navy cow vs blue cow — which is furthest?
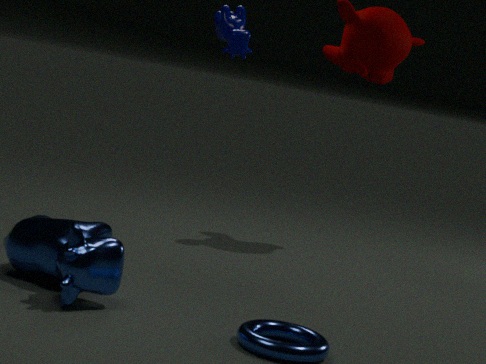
navy cow
